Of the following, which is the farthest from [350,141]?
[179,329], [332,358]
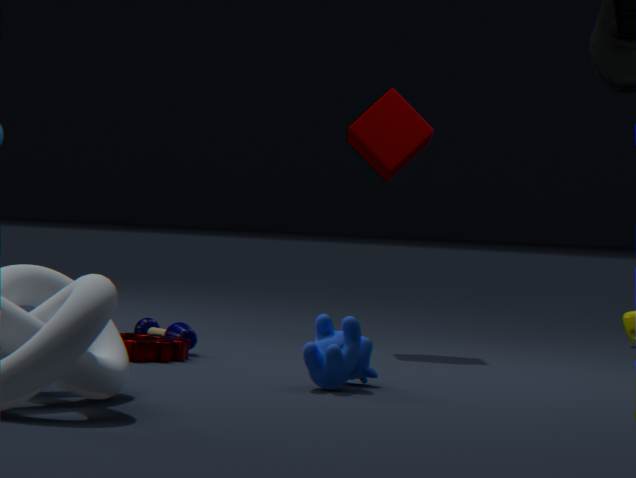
[332,358]
